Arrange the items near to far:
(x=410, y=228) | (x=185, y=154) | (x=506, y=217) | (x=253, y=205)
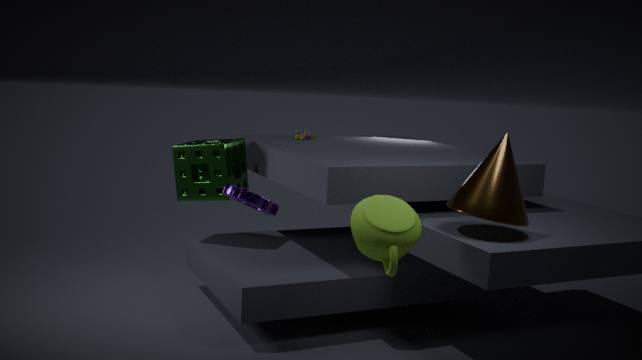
(x=410, y=228) < (x=253, y=205) < (x=506, y=217) < (x=185, y=154)
